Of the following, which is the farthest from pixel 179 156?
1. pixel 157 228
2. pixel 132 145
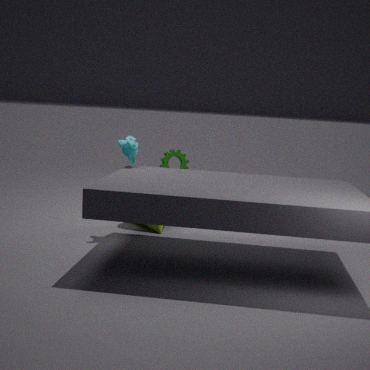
pixel 132 145
